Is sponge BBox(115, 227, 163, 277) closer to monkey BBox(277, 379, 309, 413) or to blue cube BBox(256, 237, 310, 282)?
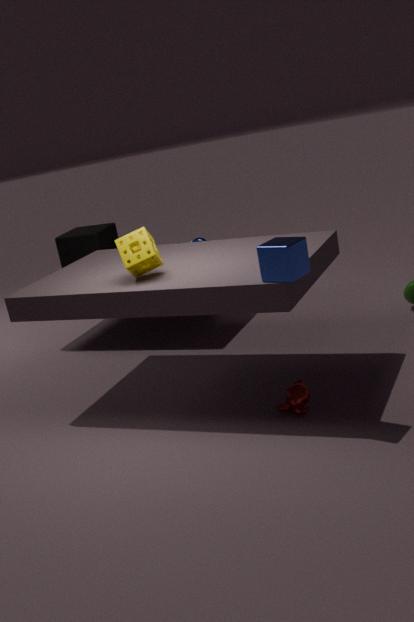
blue cube BBox(256, 237, 310, 282)
